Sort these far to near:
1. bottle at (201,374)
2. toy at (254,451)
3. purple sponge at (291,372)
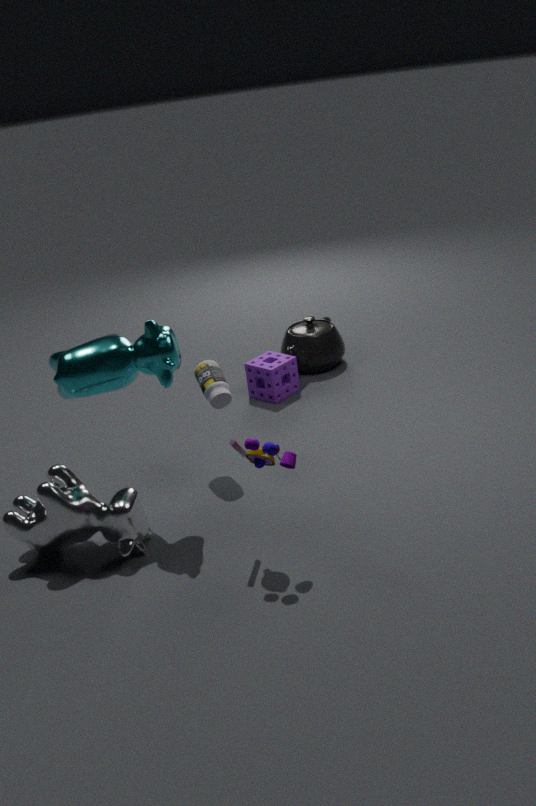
purple sponge at (291,372), bottle at (201,374), toy at (254,451)
